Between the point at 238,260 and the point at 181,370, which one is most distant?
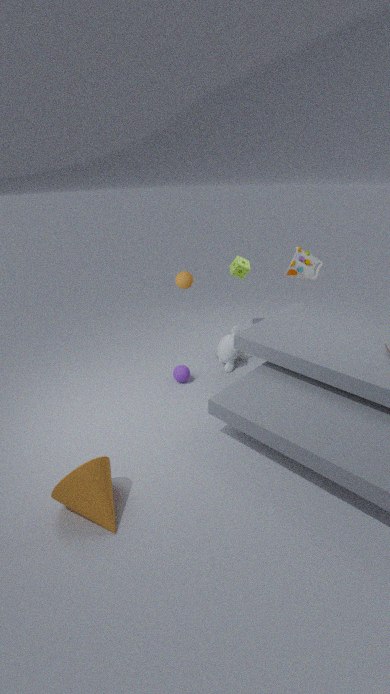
the point at 238,260
